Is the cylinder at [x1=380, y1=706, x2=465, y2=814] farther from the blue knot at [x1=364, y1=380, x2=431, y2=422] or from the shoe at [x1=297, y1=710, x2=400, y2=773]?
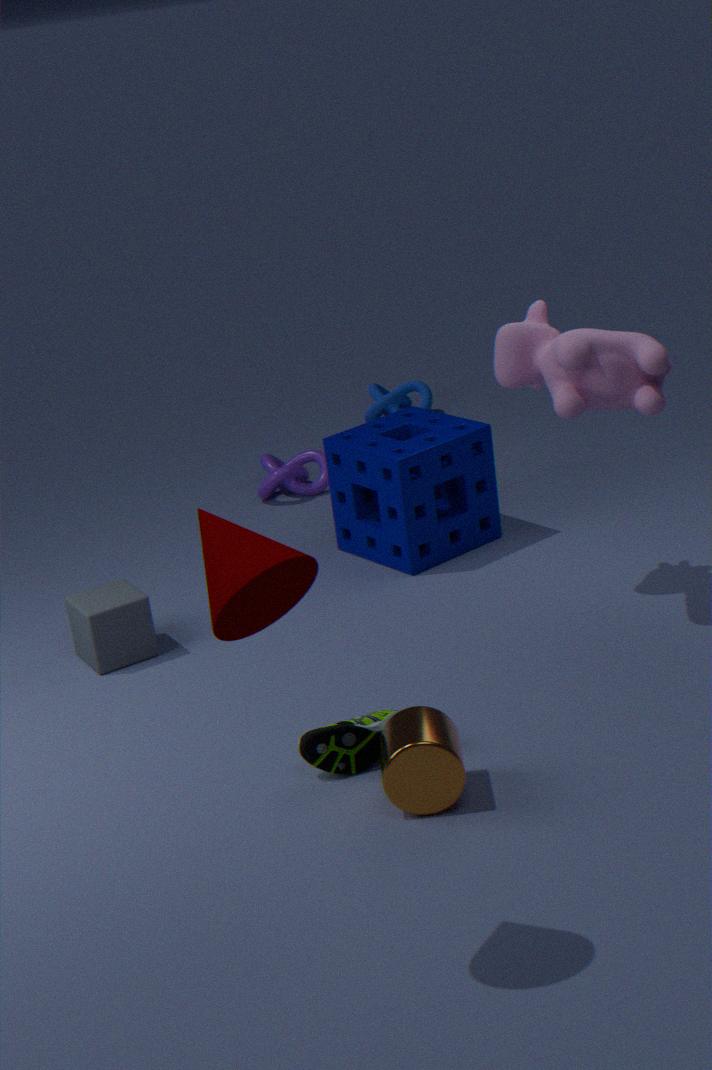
the blue knot at [x1=364, y1=380, x2=431, y2=422]
